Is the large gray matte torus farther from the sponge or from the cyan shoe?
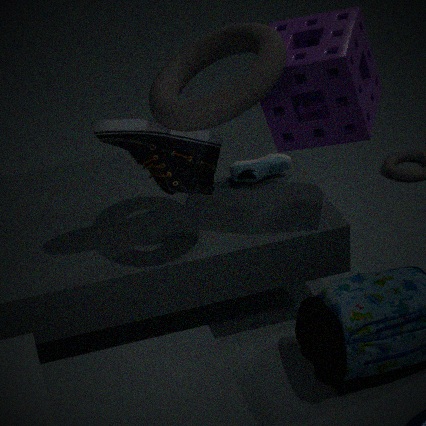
the cyan shoe
